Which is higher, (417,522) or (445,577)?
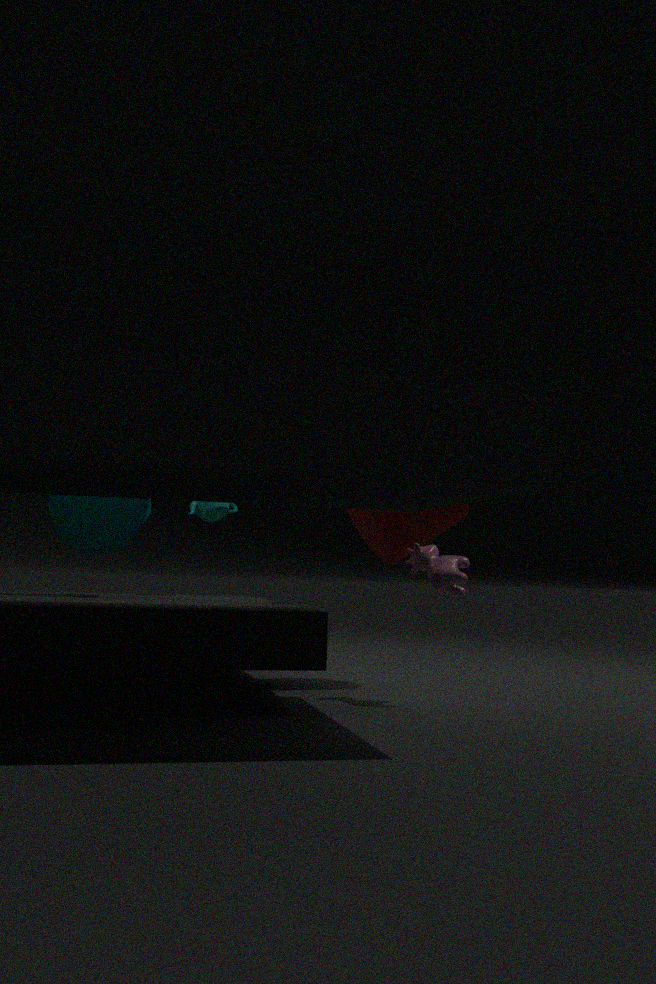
(417,522)
